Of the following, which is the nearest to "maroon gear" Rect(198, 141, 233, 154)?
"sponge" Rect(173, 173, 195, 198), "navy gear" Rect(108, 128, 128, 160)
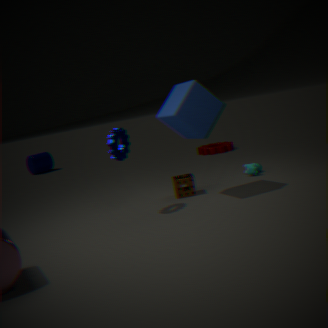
"sponge" Rect(173, 173, 195, 198)
